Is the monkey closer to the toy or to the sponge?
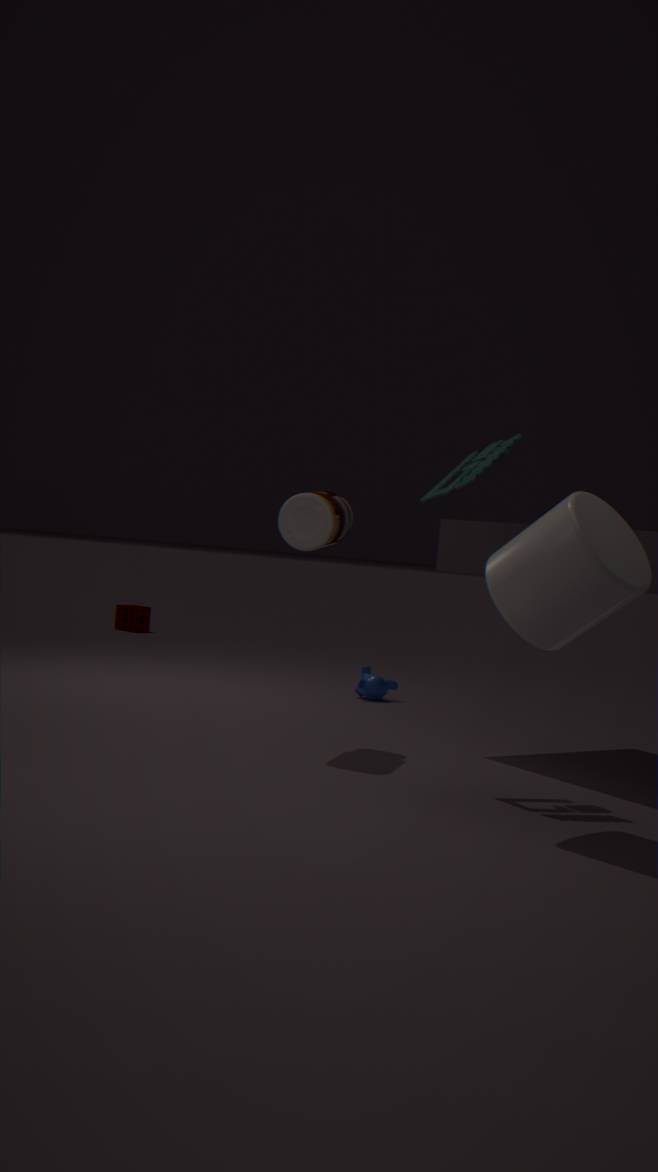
the toy
